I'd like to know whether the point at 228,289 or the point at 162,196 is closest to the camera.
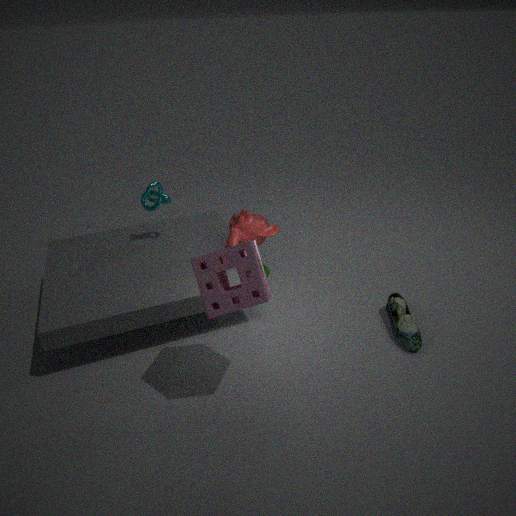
the point at 228,289
